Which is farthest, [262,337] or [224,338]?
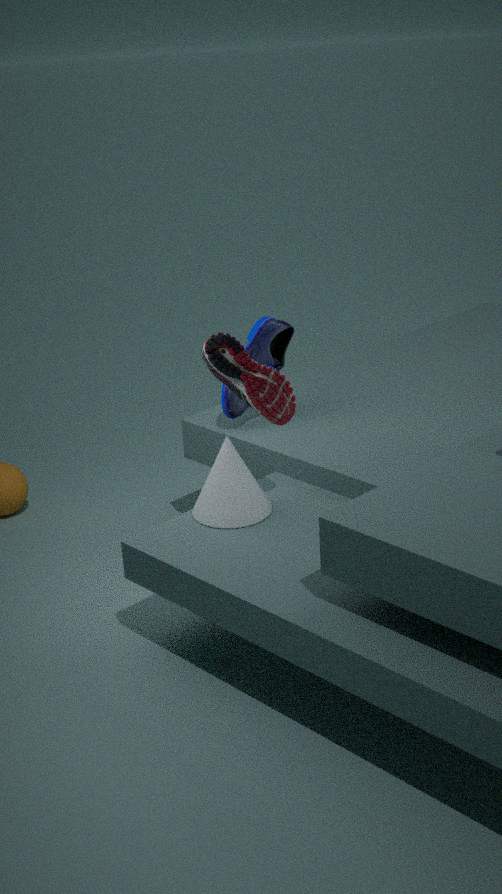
[262,337]
